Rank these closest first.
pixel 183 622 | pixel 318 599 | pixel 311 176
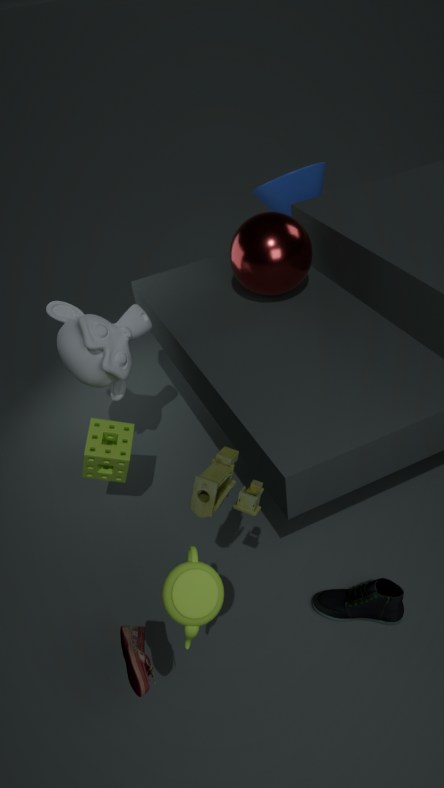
pixel 183 622 < pixel 318 599 < pixel 311 176
